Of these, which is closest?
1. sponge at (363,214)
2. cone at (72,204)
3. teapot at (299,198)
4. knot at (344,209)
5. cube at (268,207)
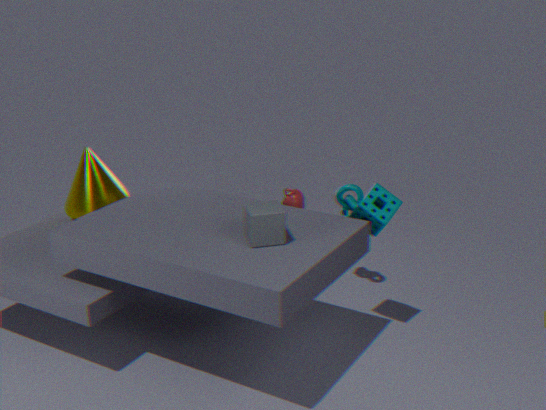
cube at (268,207)
